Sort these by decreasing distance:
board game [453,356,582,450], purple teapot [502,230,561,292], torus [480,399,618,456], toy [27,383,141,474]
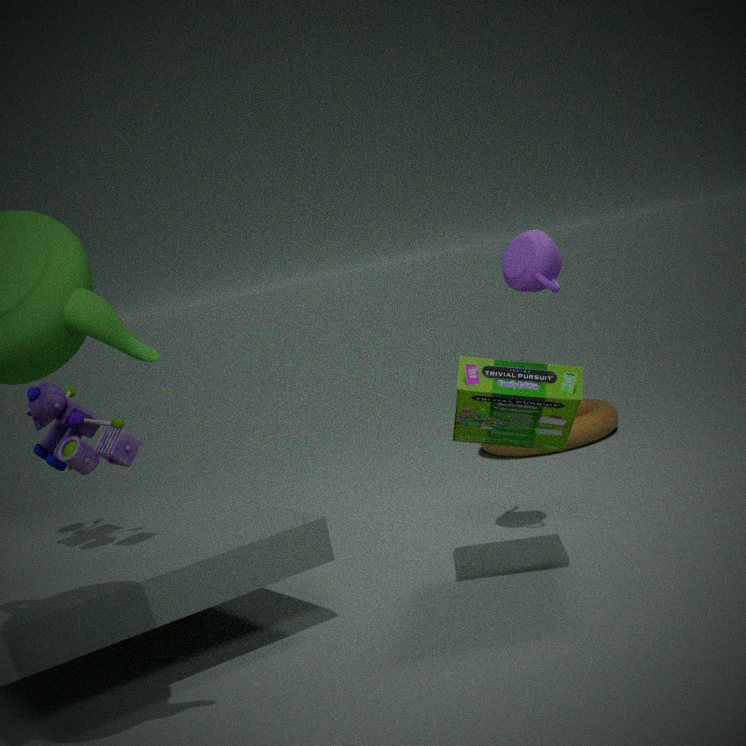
torus [480,399,618,456] < purple teapot [502,230,561,292] < toy [27,383,141,474] < board game [453,356,582,450]
